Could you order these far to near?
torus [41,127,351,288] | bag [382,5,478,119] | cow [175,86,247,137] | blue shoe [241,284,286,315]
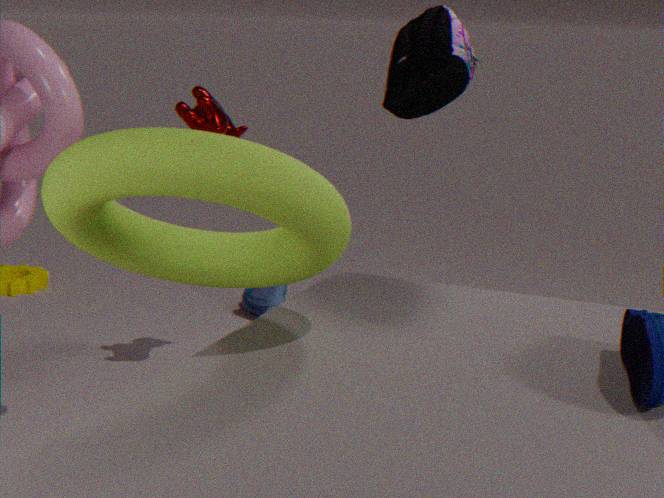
1. blue shoe [241,284,286,315]
2. cow [175,86,247,137]
3. bag [382,5,478,119]
4. torus [41,127,351,288]
